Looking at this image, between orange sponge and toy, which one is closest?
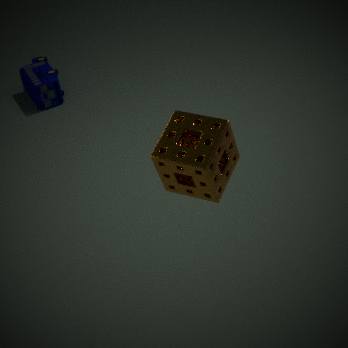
orange sponge
